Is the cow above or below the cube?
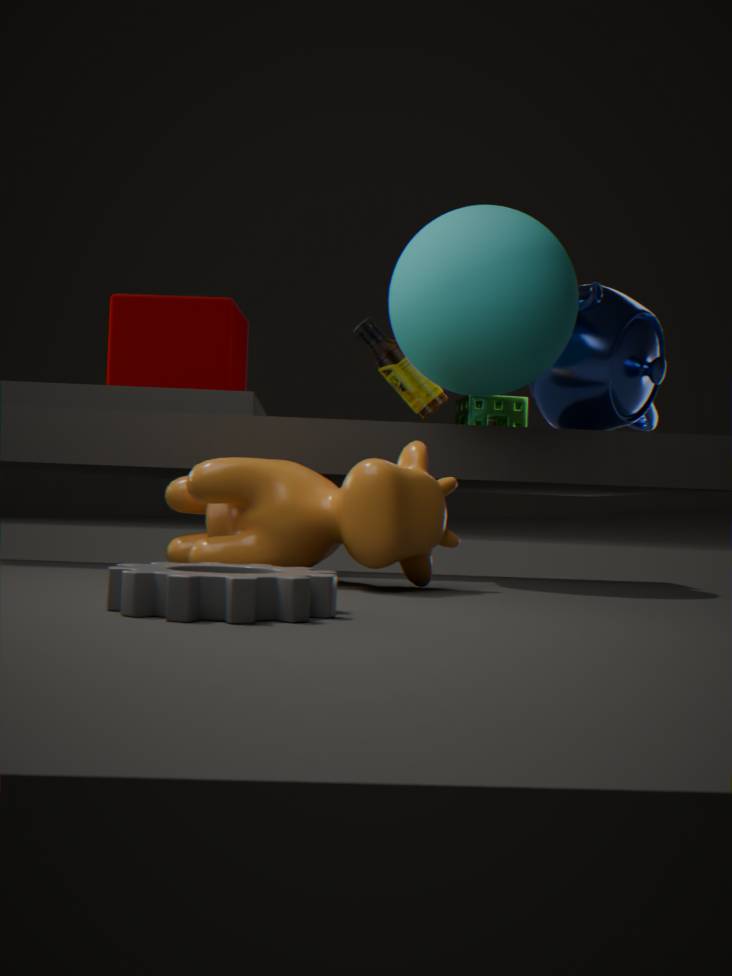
below
